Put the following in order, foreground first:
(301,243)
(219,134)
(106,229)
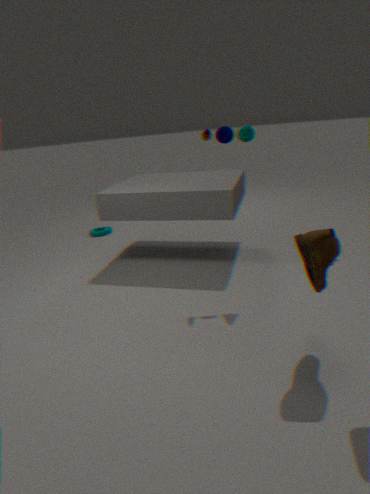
(301,243) < (219,134) < (106,229)
